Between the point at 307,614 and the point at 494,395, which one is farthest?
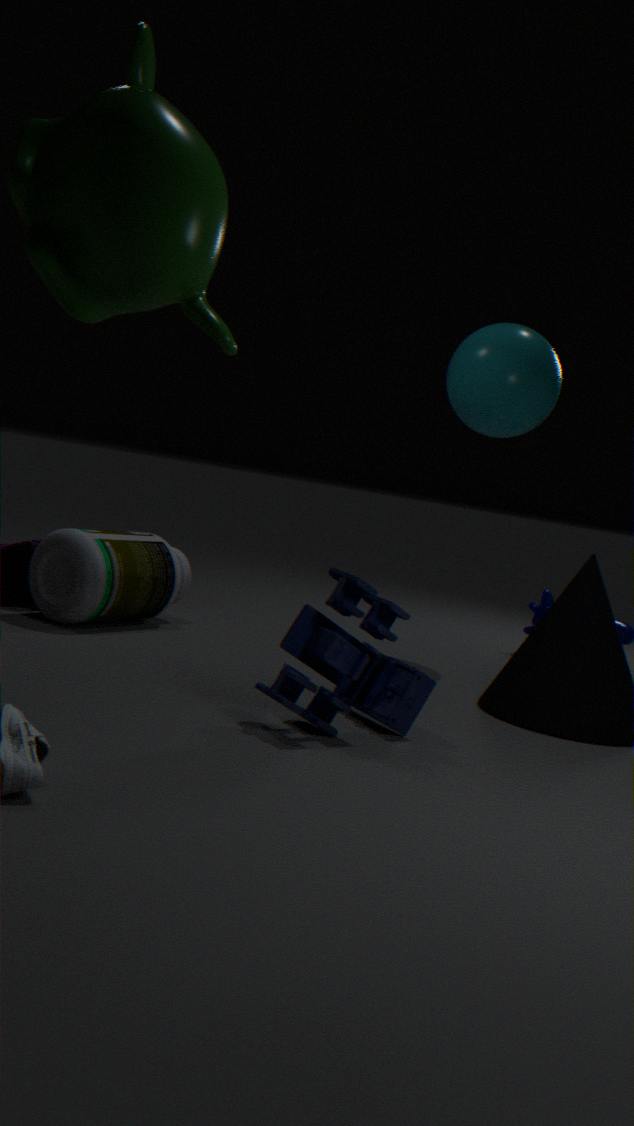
the point at 494,395
